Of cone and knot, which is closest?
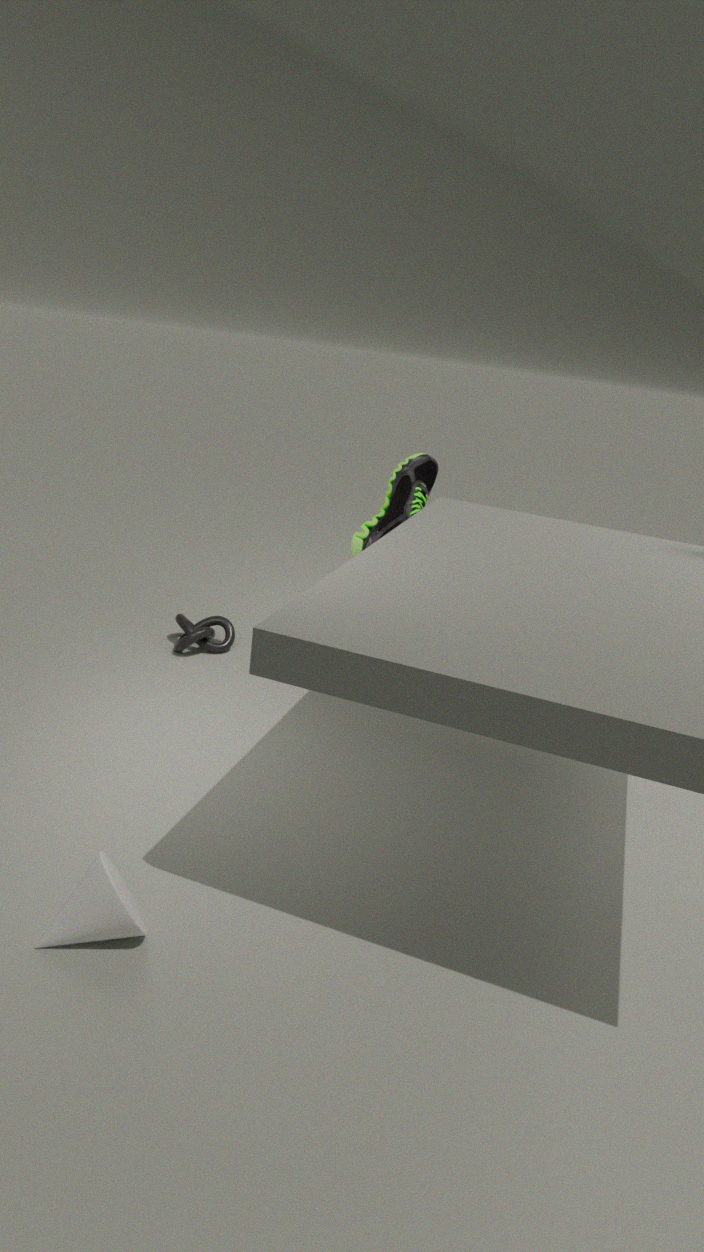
cone
